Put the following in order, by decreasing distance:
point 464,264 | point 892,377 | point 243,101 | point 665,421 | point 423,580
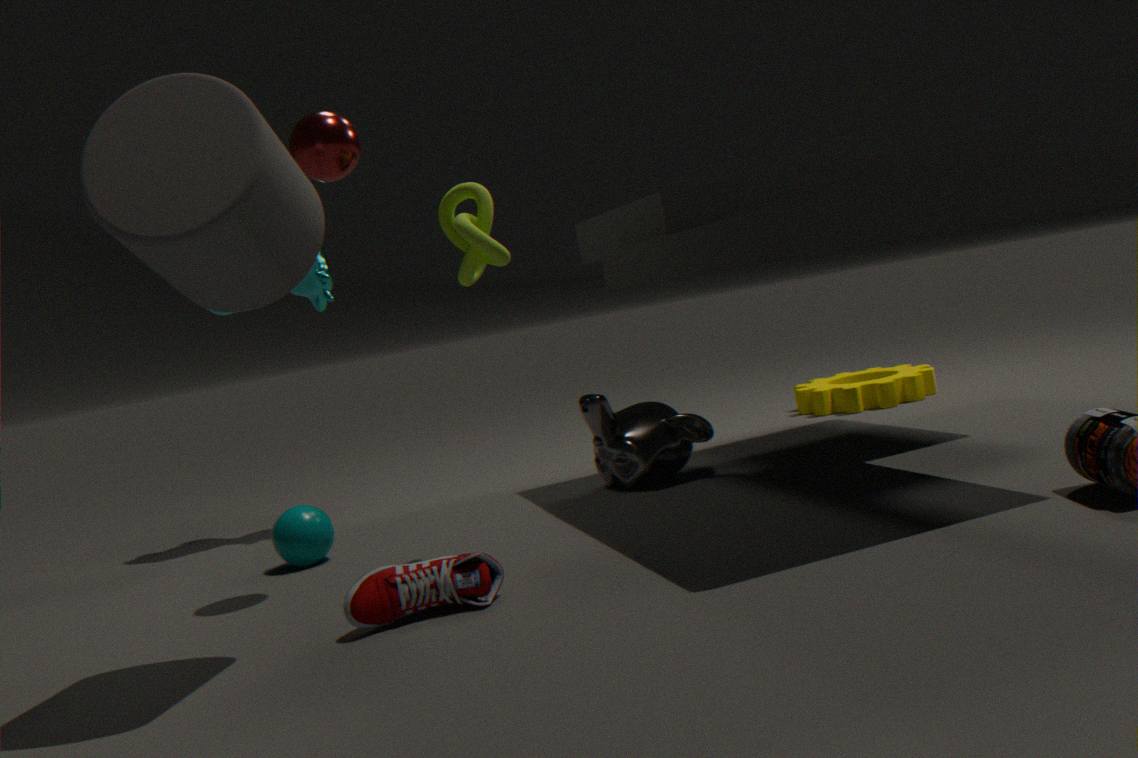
1. point 892,377
2. point 665,421
3. point 464,264
4. point 423,580
5. point 243,101
